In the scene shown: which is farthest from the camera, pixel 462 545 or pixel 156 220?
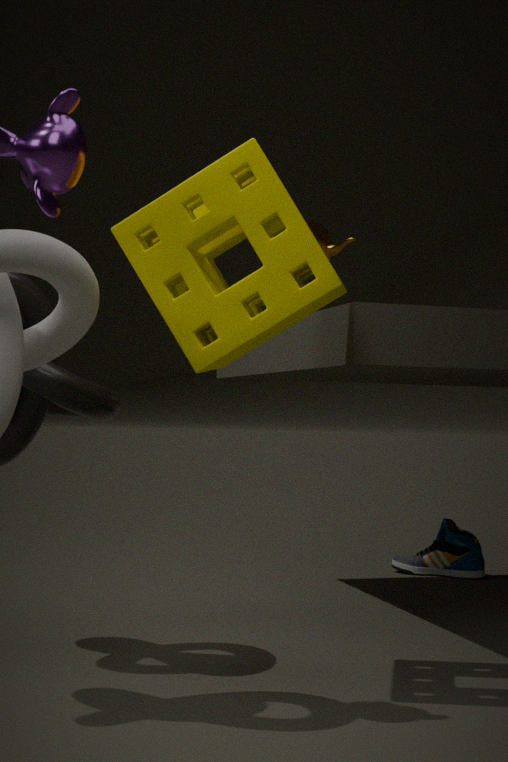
pixel 462 545
